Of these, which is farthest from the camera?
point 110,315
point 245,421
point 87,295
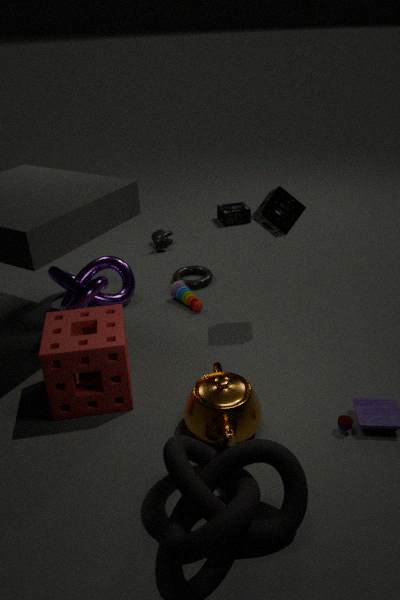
point 87,295
